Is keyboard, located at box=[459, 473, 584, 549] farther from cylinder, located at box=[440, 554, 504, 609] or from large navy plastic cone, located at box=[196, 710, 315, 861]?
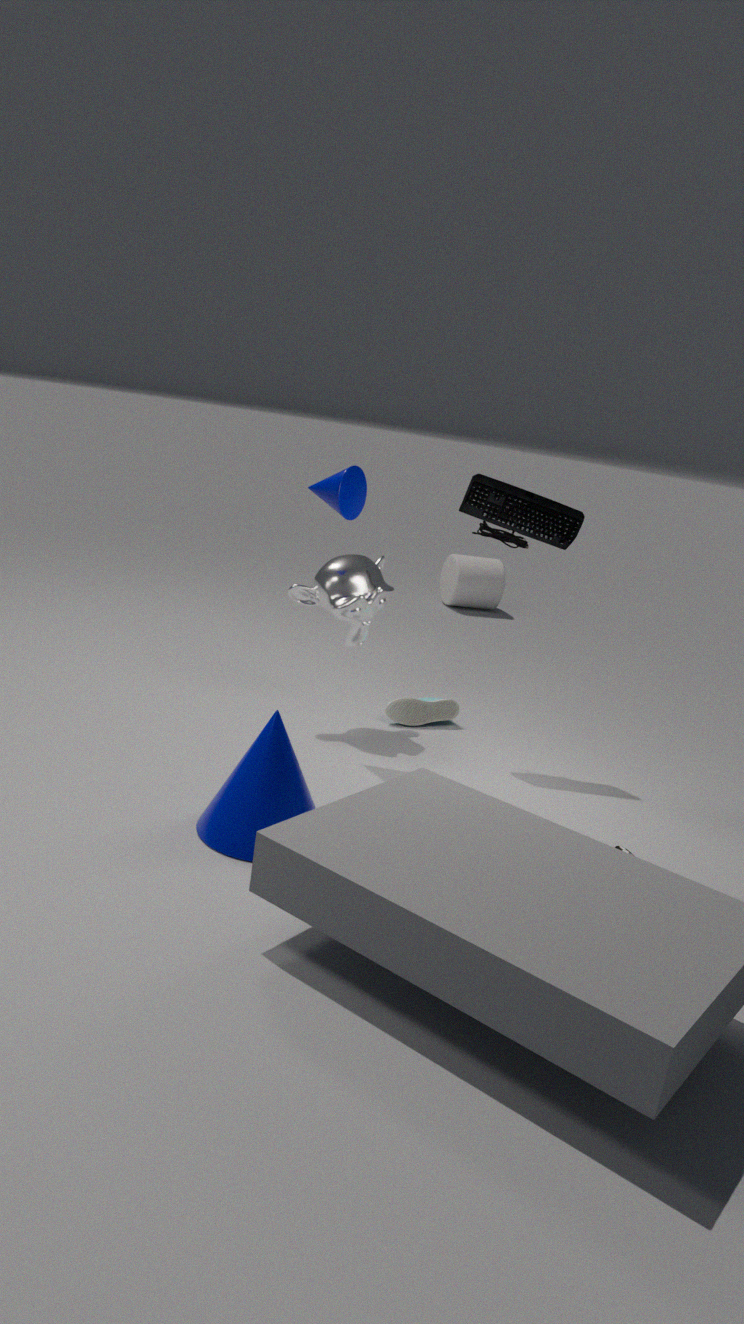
cylinder, located at box=[440, 554, 504, 609]
